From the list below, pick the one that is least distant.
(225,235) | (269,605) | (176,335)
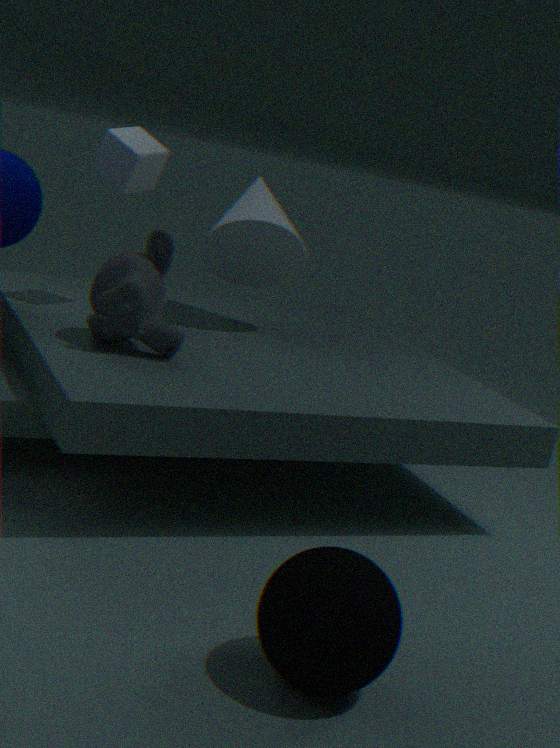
(269,605)
